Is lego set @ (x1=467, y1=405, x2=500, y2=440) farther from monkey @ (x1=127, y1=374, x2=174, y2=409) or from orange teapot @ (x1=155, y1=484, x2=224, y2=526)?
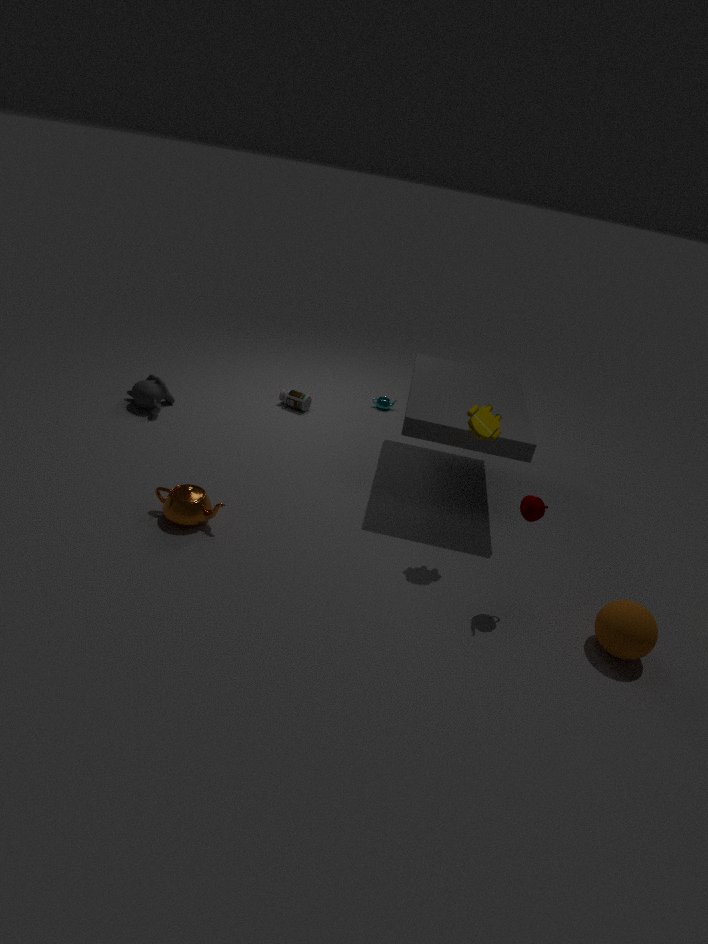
monkey @ (x1=127, y1=374, x2=174, y2=409)
